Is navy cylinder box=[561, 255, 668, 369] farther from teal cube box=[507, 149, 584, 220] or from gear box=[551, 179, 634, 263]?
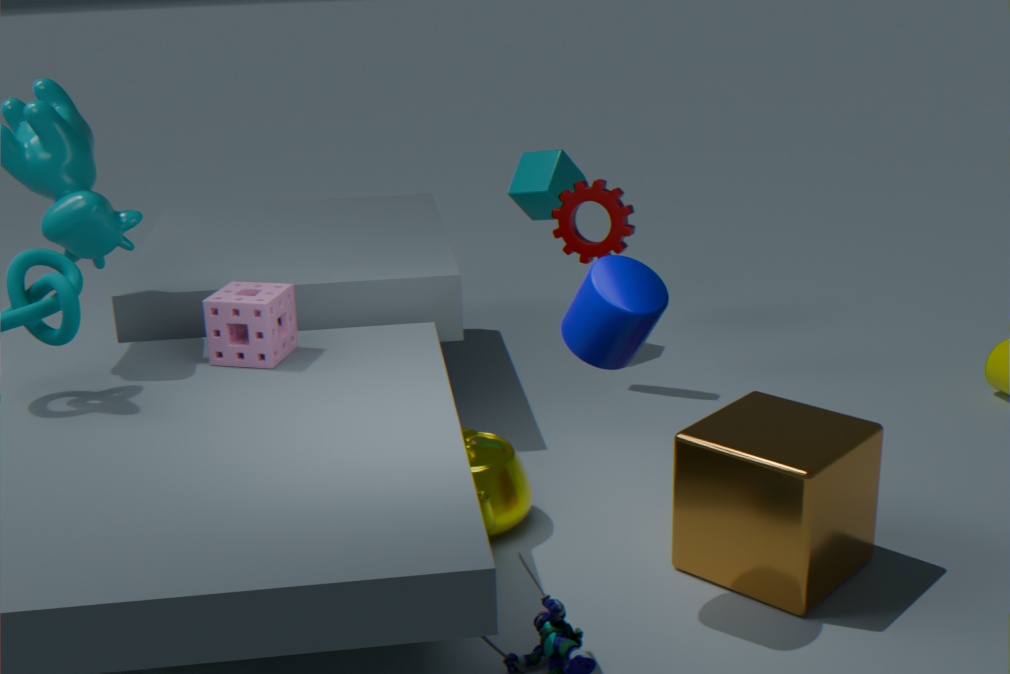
teal cube box=[507, 149, 584, 220]
